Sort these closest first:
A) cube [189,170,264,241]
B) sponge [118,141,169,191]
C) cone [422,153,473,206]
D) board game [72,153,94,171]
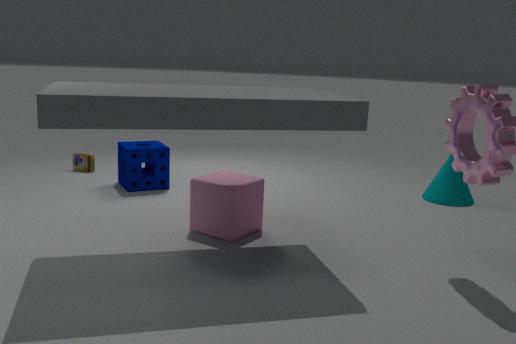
cube [189,170,264,241] → sponge [118,141,169,191] → cone [422,153,473,206] → board game [72,153,94,171]
